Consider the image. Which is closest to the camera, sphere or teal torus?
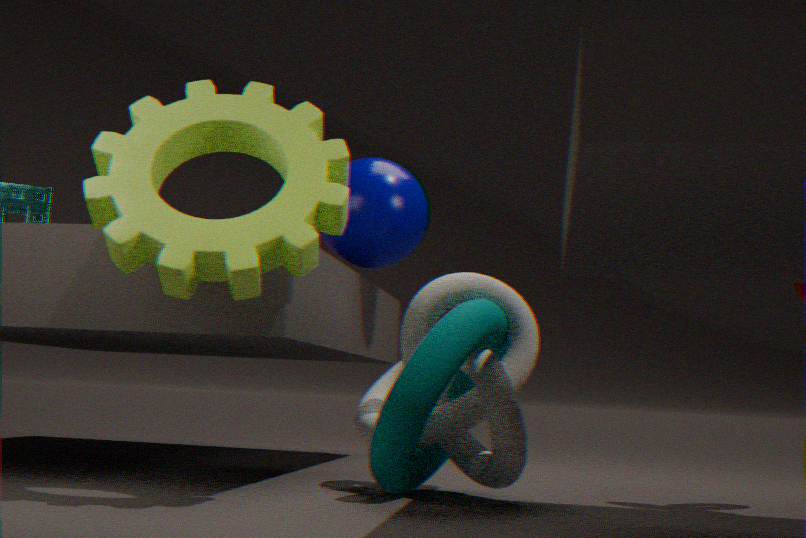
teal torus
